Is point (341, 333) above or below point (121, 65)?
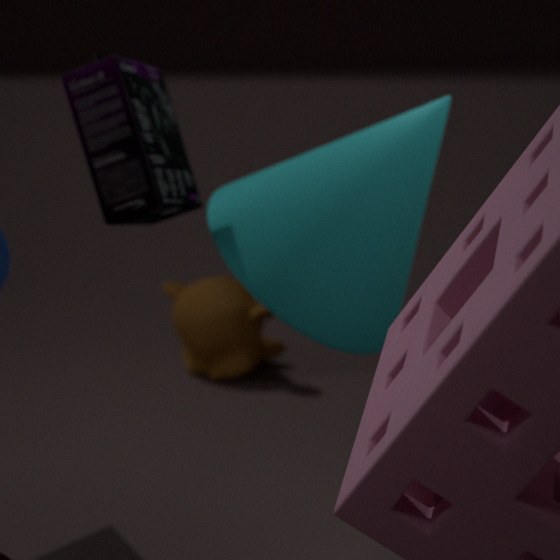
below
